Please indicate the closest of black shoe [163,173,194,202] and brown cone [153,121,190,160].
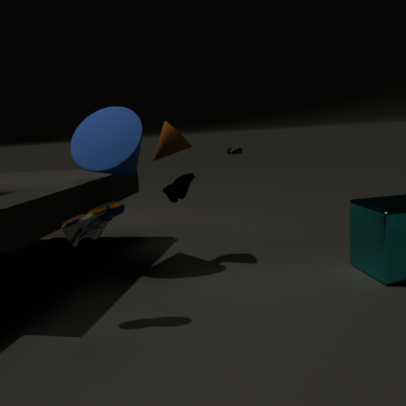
brown cone [153,121,190,160]
